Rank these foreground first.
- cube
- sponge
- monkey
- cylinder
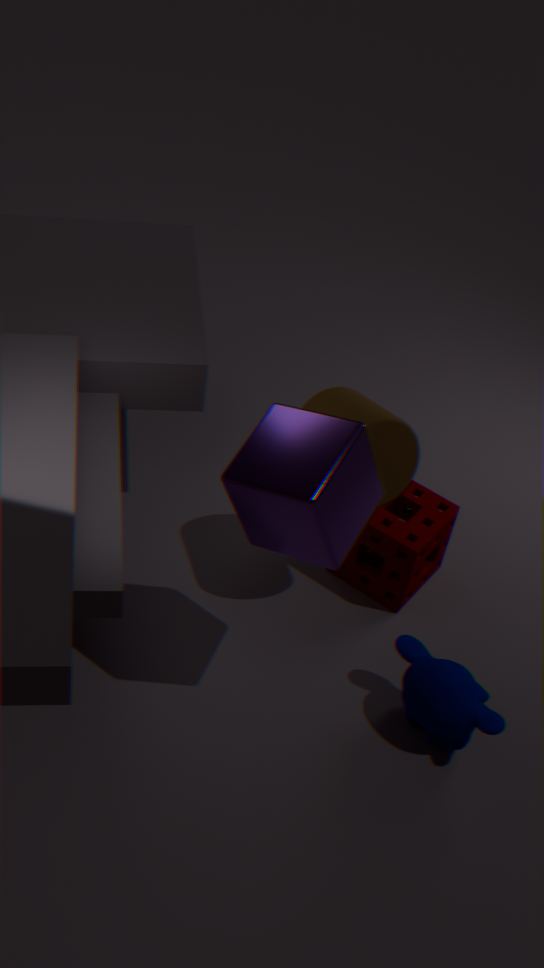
cube → monkey → cylinder → sponge
